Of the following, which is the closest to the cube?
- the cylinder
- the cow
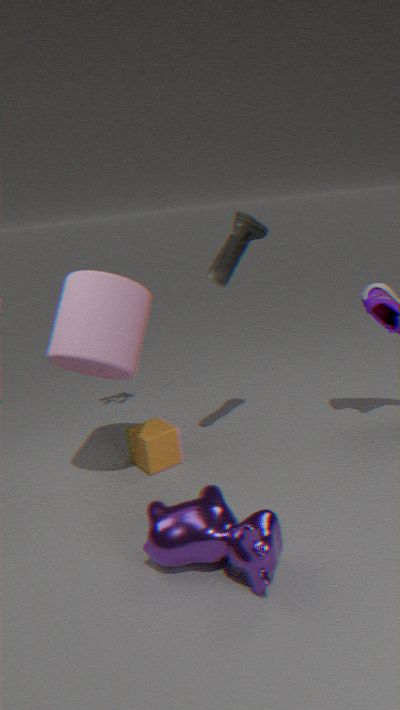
the cylinder
